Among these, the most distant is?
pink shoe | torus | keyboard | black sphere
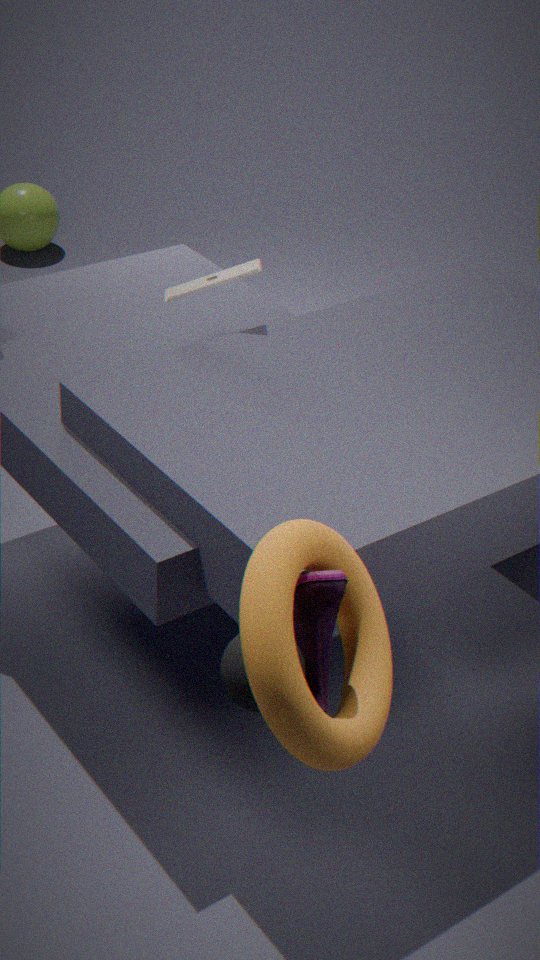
keyboard
